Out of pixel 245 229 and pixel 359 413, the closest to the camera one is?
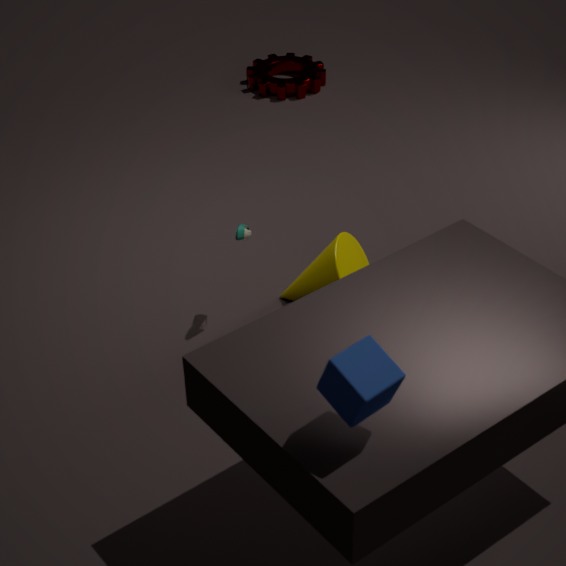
pixel 359 413
